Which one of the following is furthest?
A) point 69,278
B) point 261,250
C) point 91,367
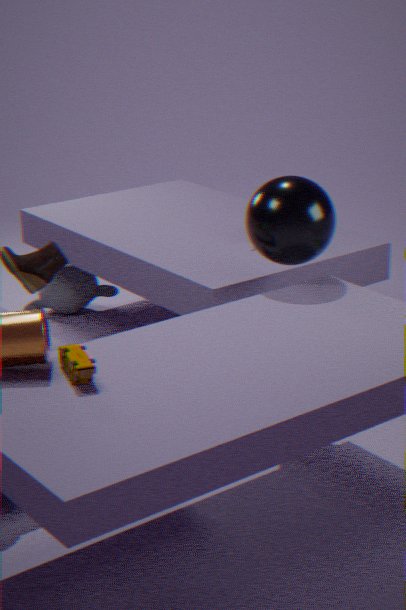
point 69,278
